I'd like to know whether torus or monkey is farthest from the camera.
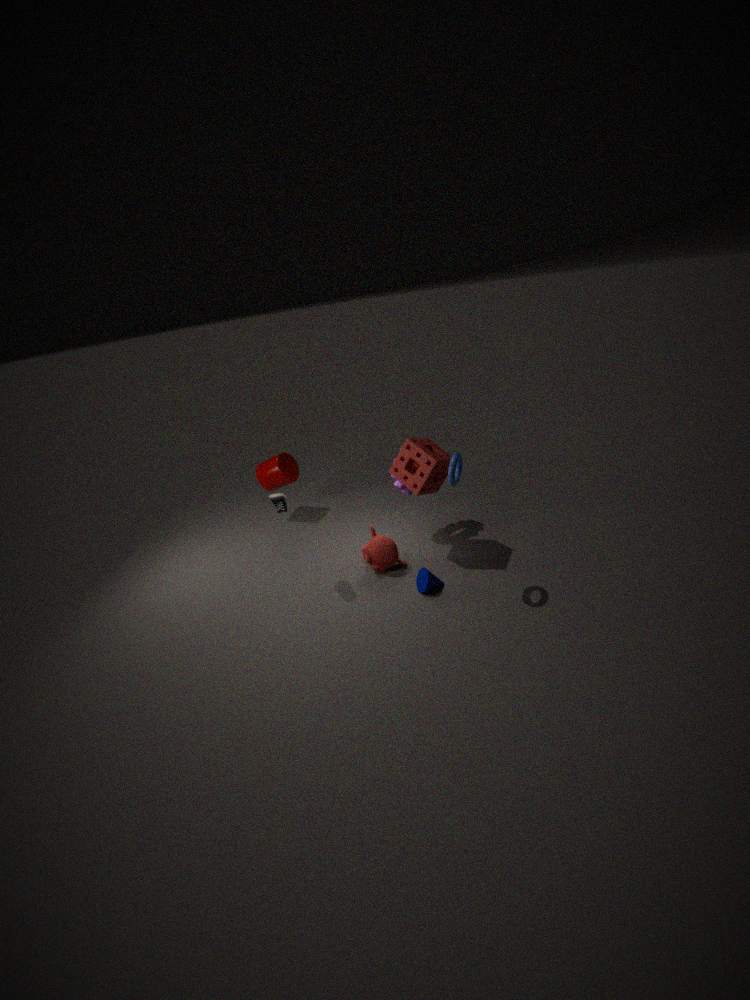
monkey
